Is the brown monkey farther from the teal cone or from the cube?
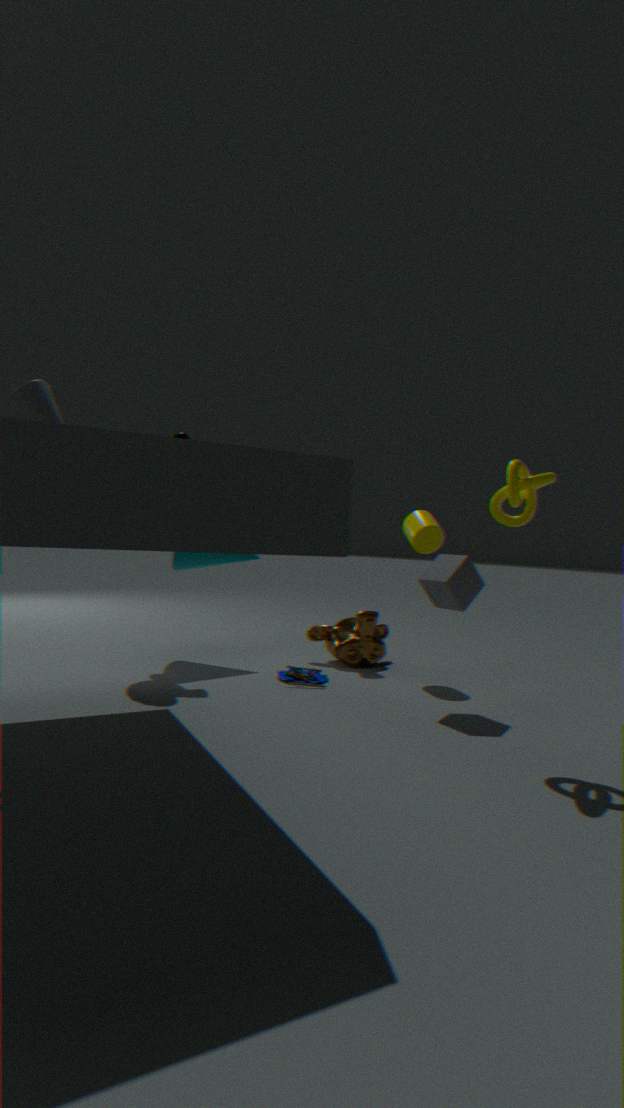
the cube
